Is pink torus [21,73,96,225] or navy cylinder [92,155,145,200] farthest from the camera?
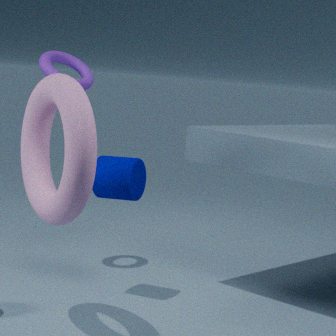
navy cylinder [92,155,145,200]
